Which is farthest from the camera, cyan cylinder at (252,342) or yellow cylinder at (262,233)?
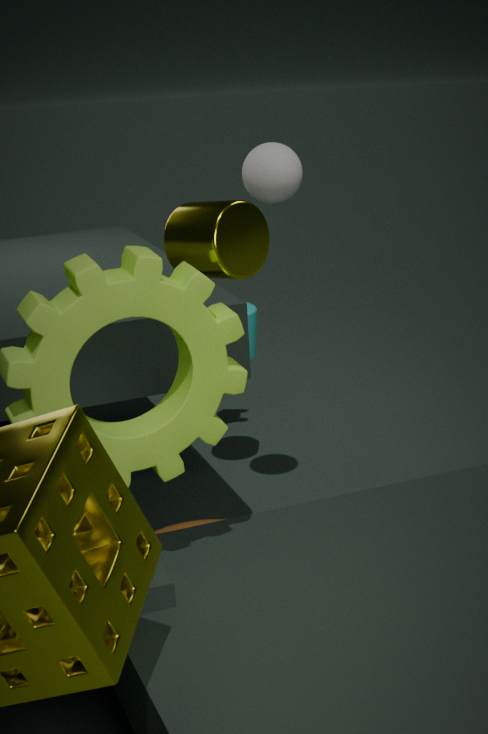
cyan cylinder at (252,342)
